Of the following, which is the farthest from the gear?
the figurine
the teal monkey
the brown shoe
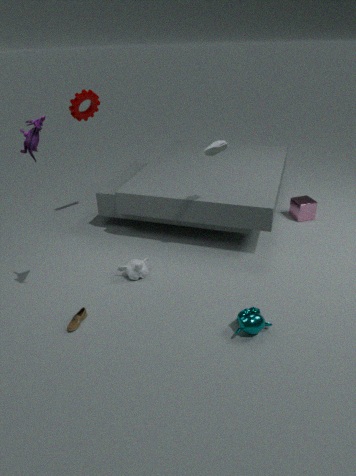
the teal monkey
